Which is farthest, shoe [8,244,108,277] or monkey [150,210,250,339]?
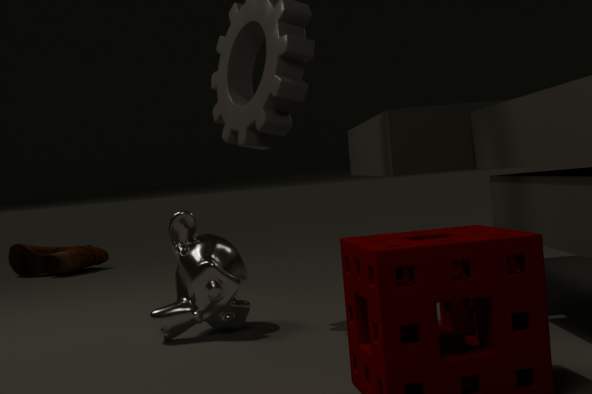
shoe [8,244,108,277]
